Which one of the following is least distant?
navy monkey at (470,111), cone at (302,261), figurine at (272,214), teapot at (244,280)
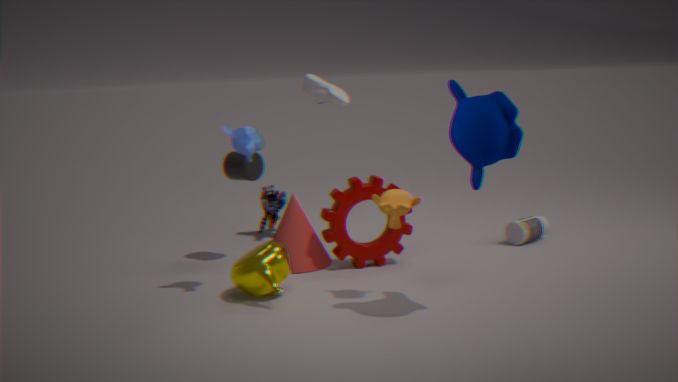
navy monkey at (470,111)
